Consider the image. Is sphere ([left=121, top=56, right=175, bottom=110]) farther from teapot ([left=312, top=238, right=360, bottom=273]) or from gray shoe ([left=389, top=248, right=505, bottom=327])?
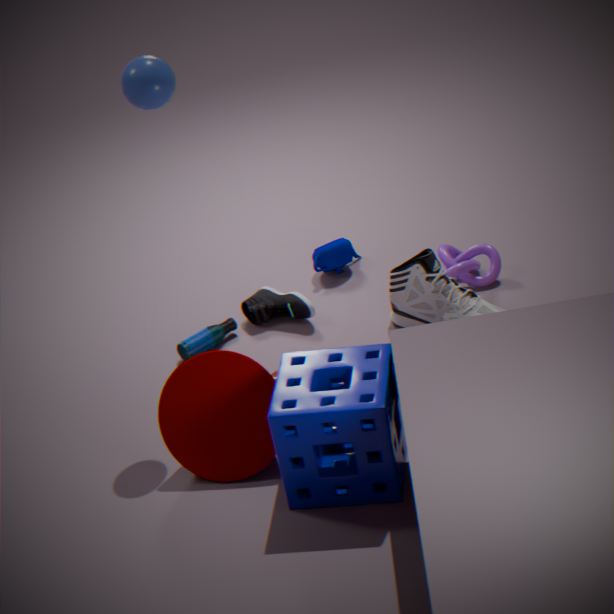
teapot ([left=312, top=238, right=360, bottom=273])
